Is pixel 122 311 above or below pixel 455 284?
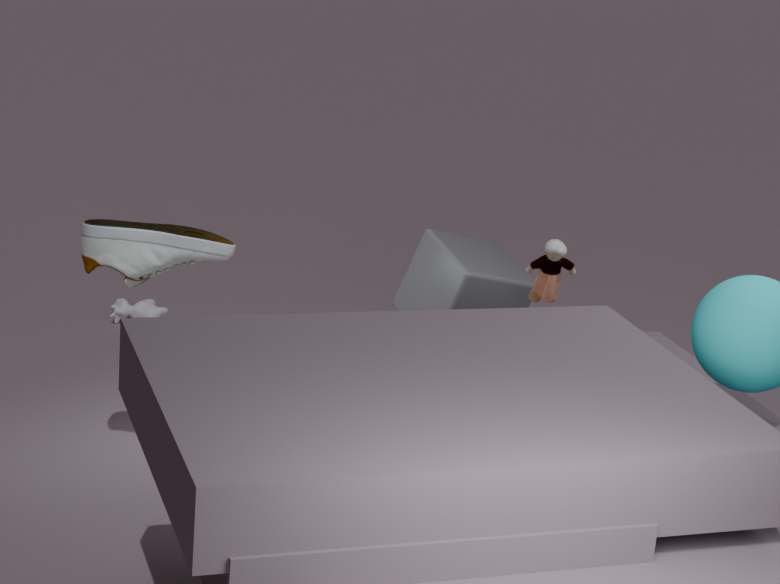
below
